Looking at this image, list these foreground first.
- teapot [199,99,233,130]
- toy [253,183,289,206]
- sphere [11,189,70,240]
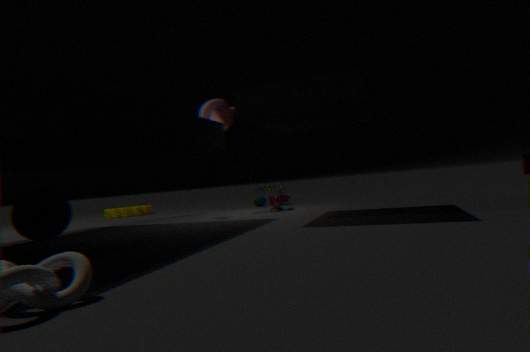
sphere [11,189,70,240]
teapot [199,99,233,130]
toy [253,183,289,206]
